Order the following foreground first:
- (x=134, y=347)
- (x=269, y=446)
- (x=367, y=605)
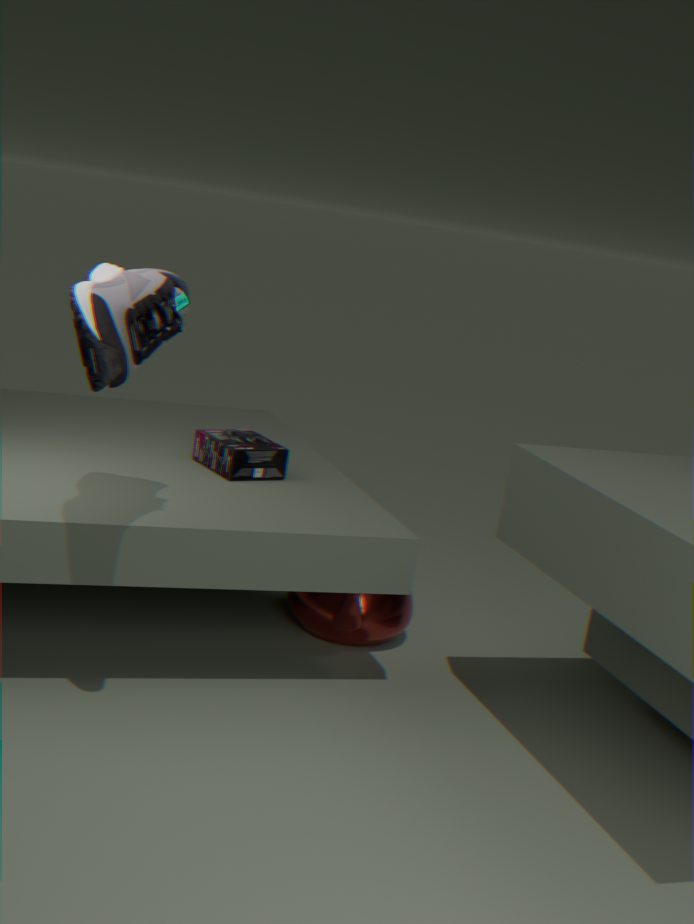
(x=134, y=347)
(x=269, y=446)
(x=367, y=605)
